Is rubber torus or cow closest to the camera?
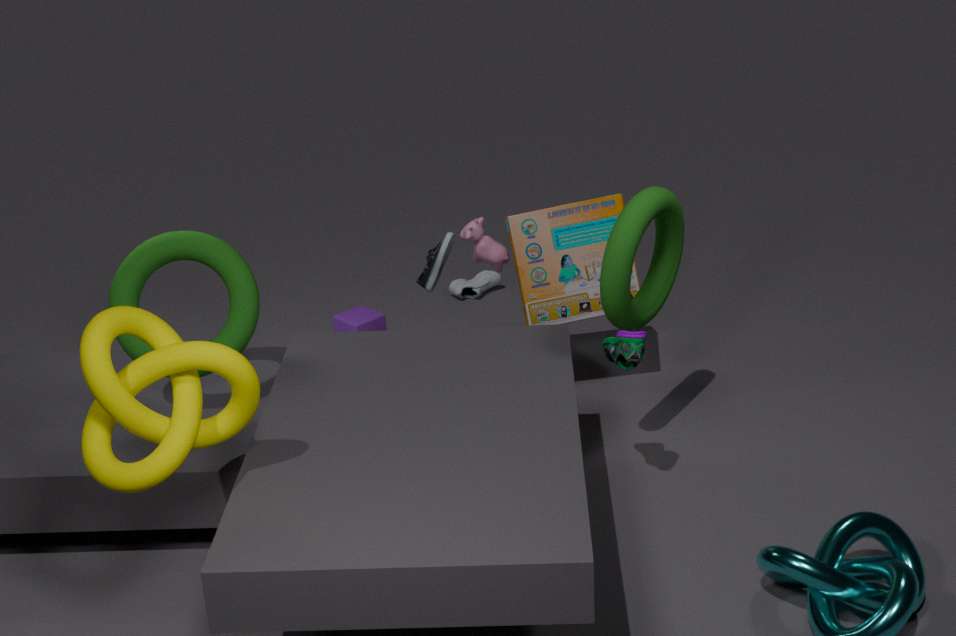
rubber torus
